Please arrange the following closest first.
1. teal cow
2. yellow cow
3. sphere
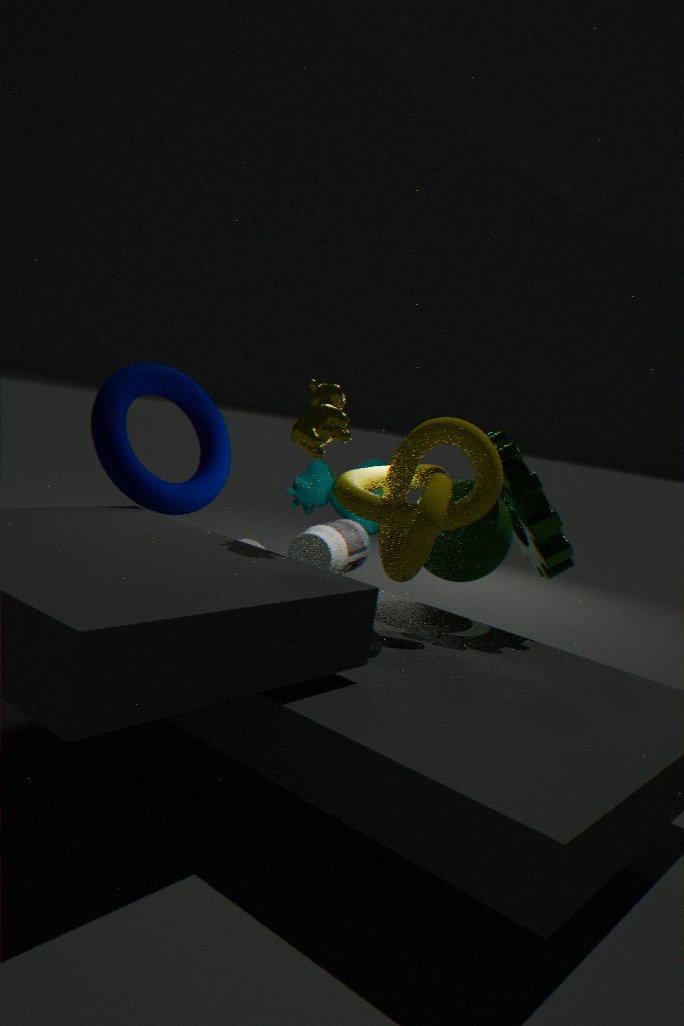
yellow cow < sphere < teal cow
